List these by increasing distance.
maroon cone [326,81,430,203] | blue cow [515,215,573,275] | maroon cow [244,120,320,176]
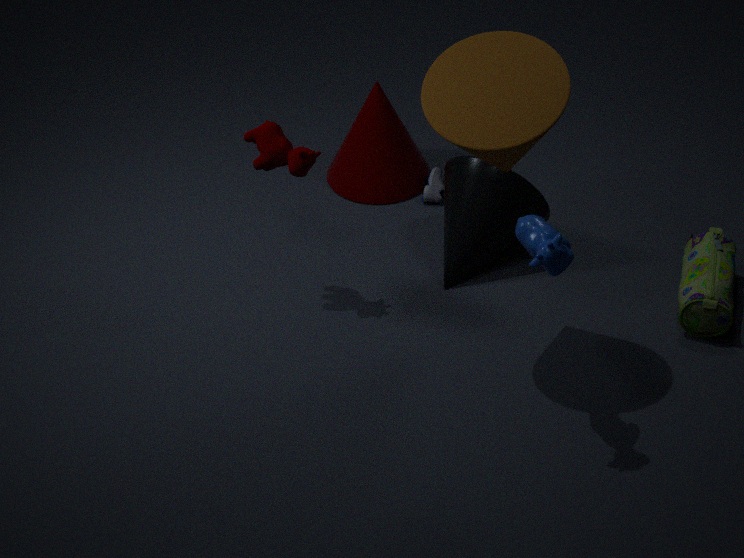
blue cow [515,215,573,275]
maroon cow [244,120,320,176]
maroon cone [326,81,430,203]
